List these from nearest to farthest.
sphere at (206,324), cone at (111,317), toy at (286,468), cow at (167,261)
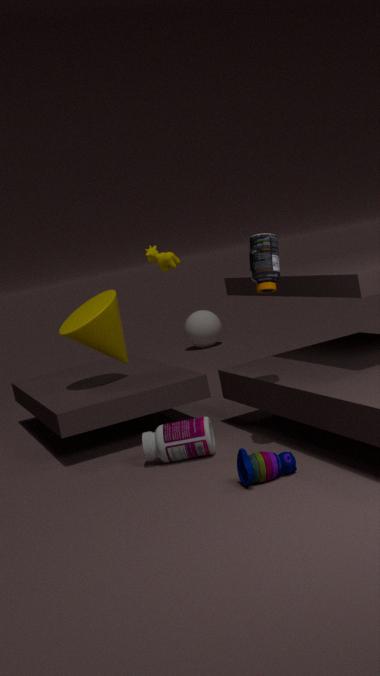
toy at (286,468)
cone at (111,317)
cow at (167,261)
sphere at (206,324)
